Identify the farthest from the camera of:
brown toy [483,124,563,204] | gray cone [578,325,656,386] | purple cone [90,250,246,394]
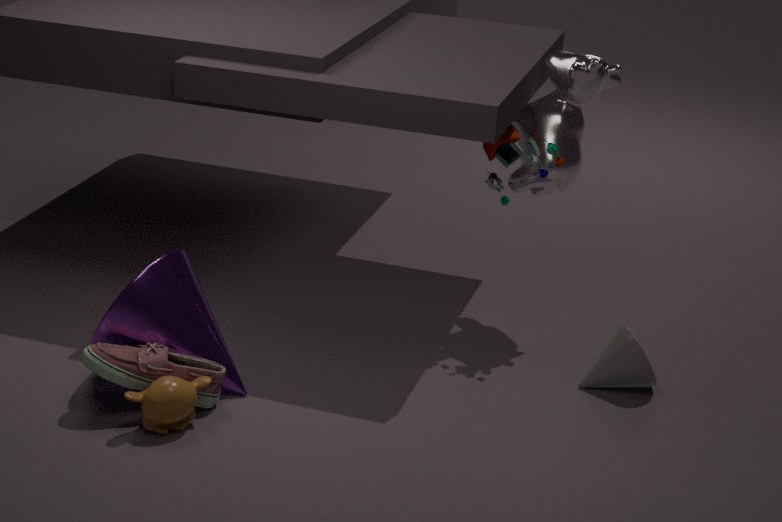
brown toy [483,124,563,204]
